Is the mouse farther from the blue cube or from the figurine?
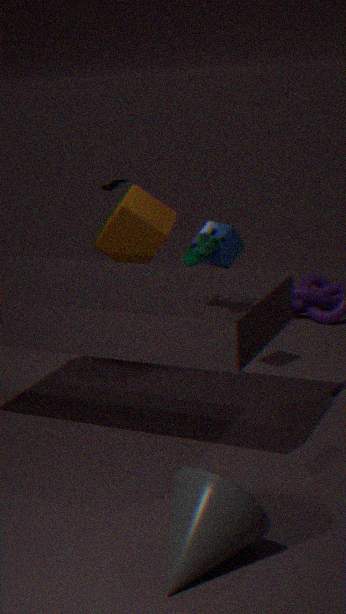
the figurine
